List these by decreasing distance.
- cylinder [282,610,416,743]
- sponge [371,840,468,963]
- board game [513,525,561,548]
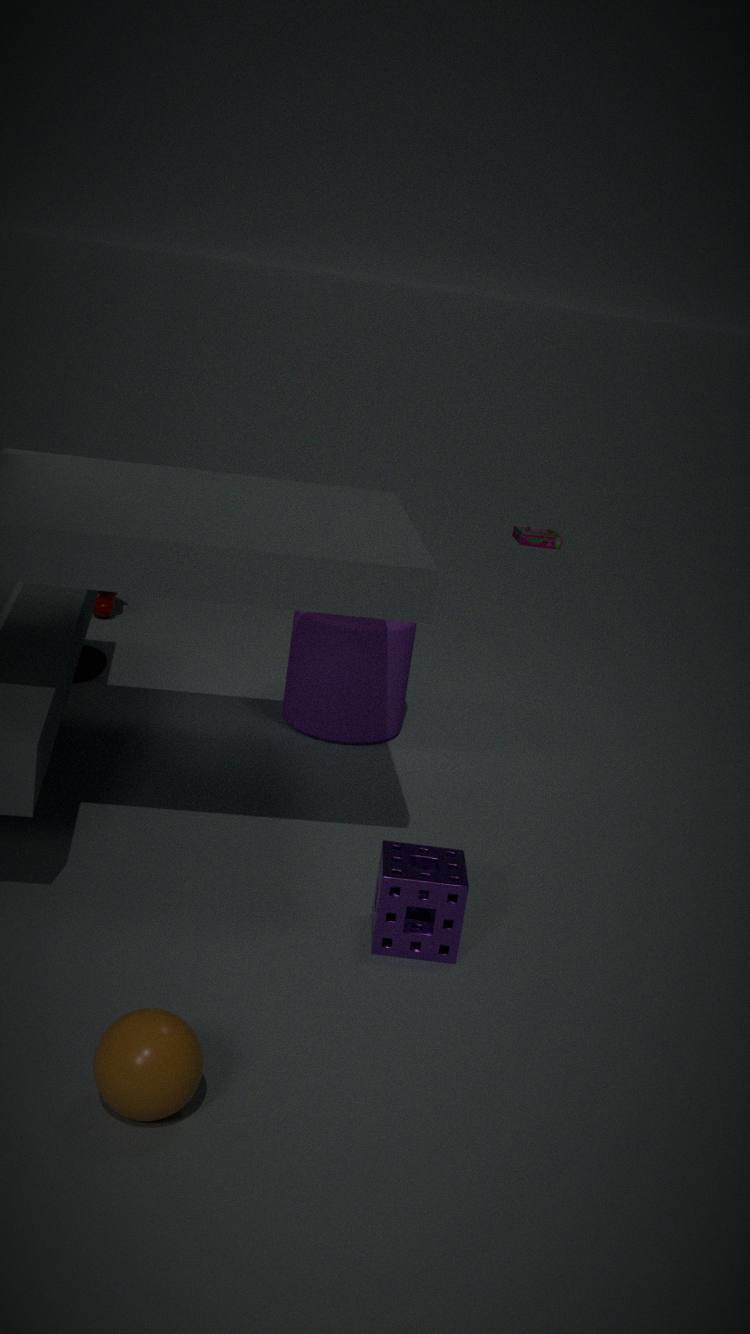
board game [513,525,561,548] → cylinder [282,610,416,743] → sponge [371,840,468,963]
